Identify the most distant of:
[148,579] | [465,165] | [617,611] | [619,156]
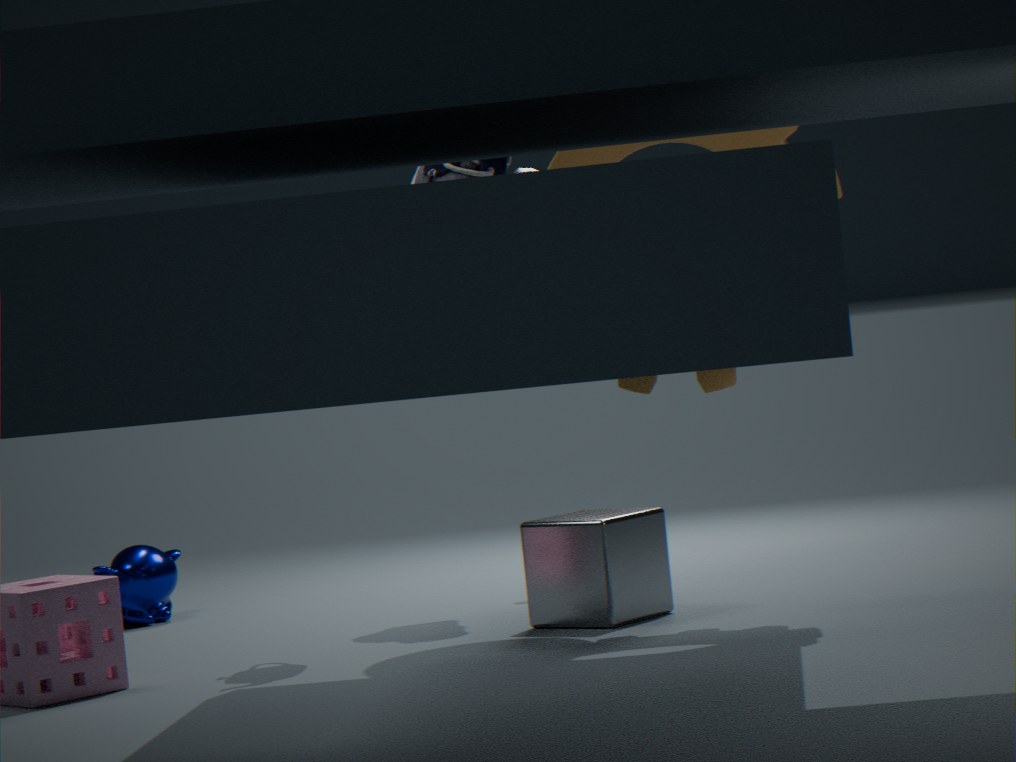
[148,579]
